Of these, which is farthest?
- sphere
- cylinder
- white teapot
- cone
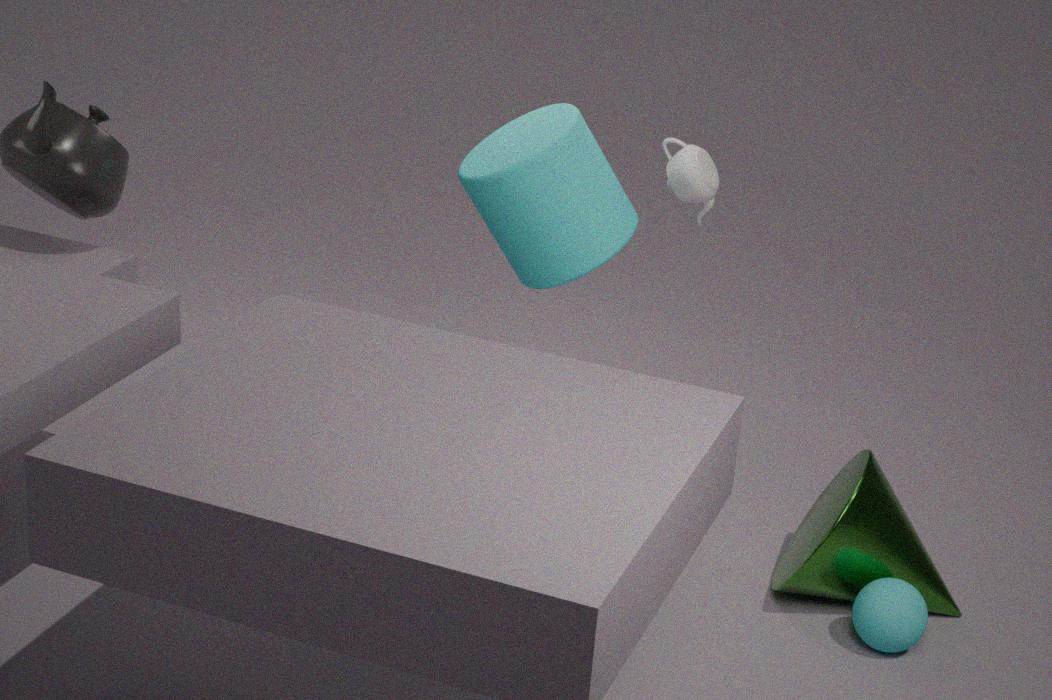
white teapot
